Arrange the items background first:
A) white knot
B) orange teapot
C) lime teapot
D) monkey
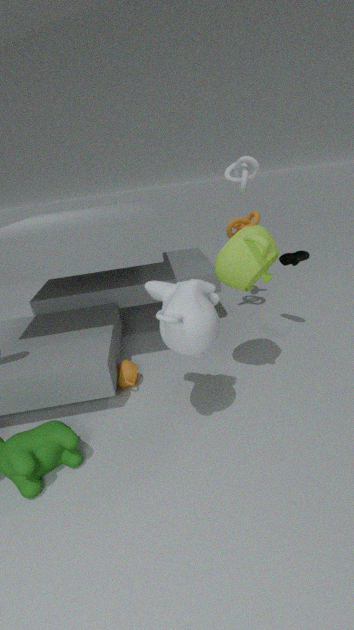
1. white knot
2. orange teapot
3. lime teapot
4. monkey
